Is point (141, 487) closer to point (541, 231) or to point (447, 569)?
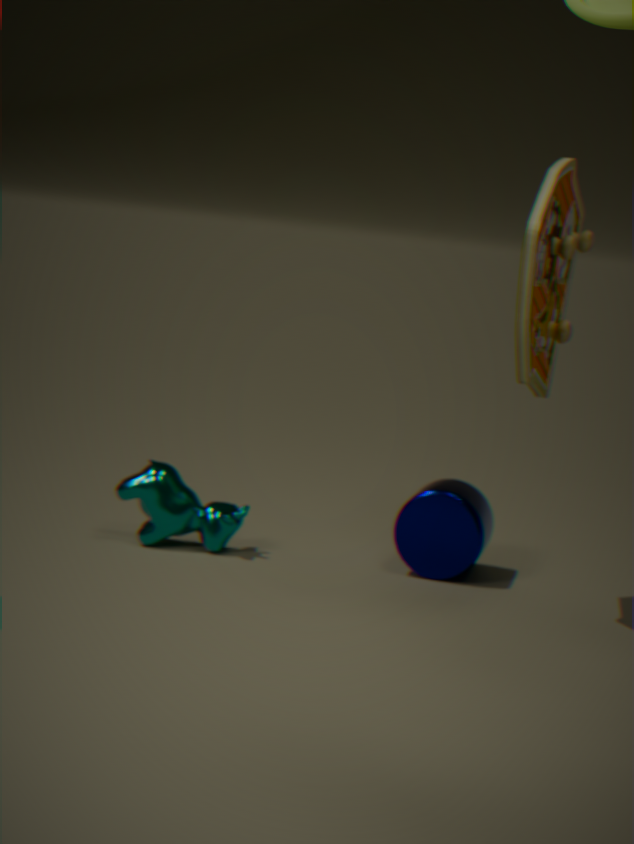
point (447, 569)
